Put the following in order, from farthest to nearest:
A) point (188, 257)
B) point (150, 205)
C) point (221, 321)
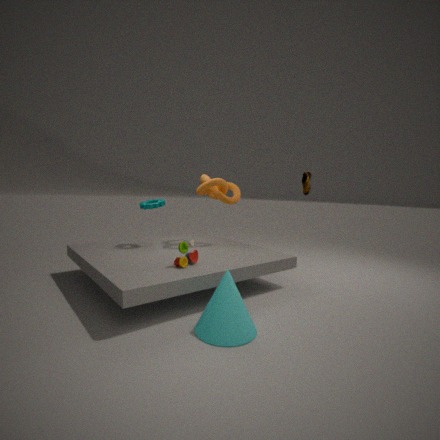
point (150, 205), point (188, 257), point (221, 321)
